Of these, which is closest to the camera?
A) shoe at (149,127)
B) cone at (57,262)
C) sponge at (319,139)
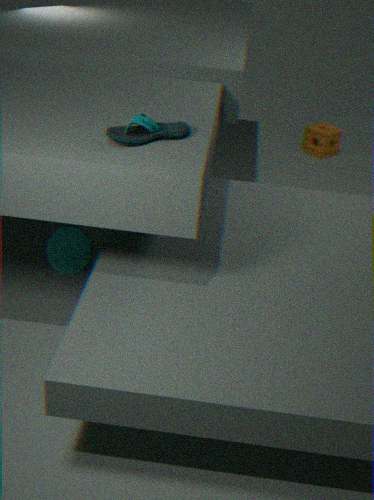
shoe at (149,127)
